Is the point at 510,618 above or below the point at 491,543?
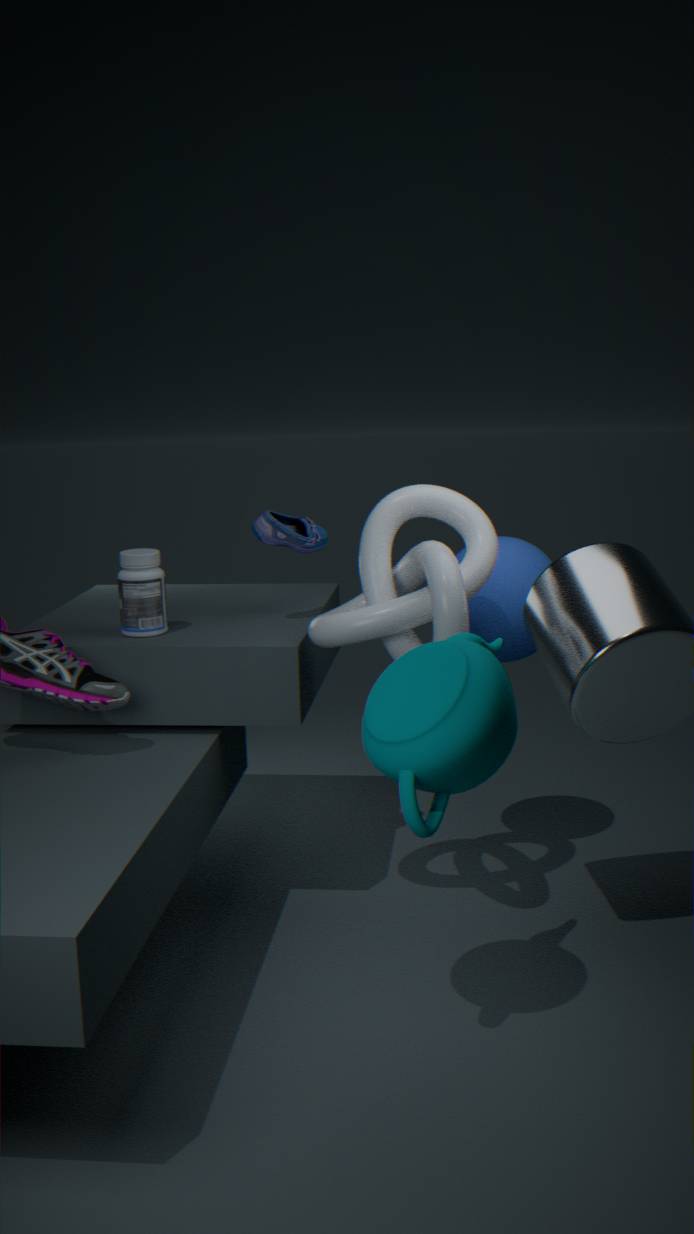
below
